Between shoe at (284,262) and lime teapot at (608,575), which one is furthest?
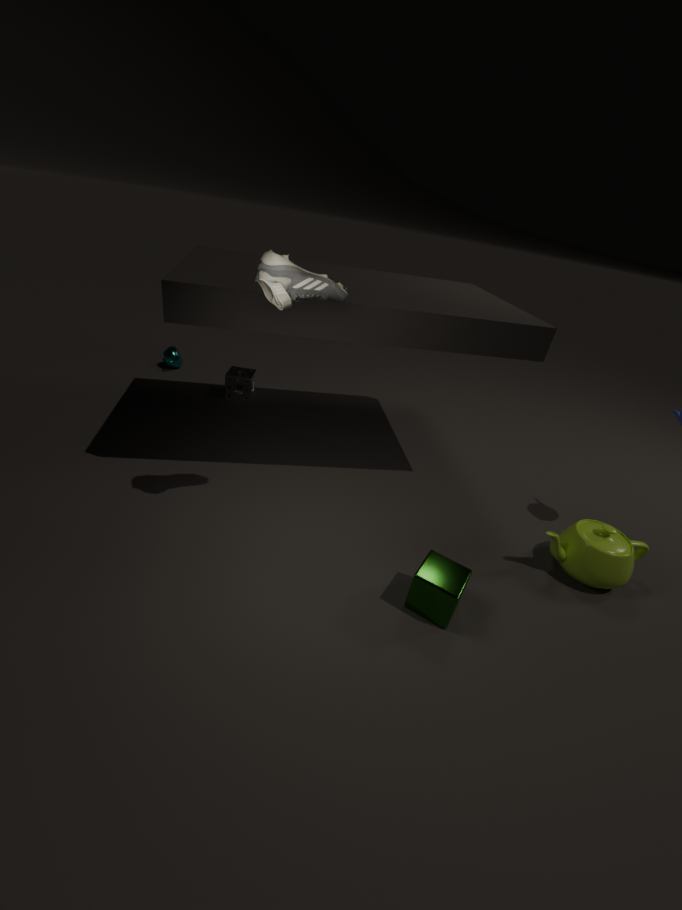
lime teapot at (608,575)
